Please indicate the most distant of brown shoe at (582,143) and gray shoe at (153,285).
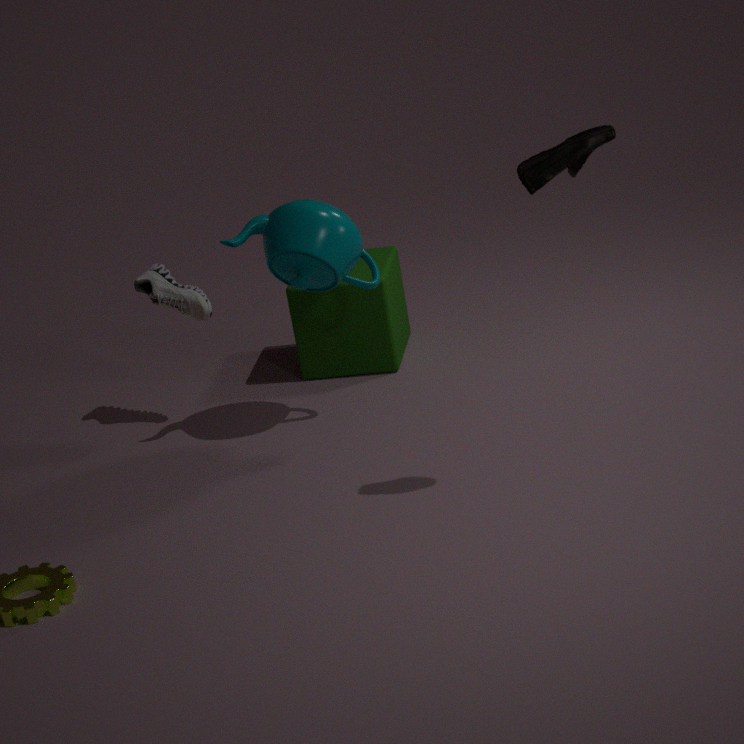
gray shoe at (153,285)
